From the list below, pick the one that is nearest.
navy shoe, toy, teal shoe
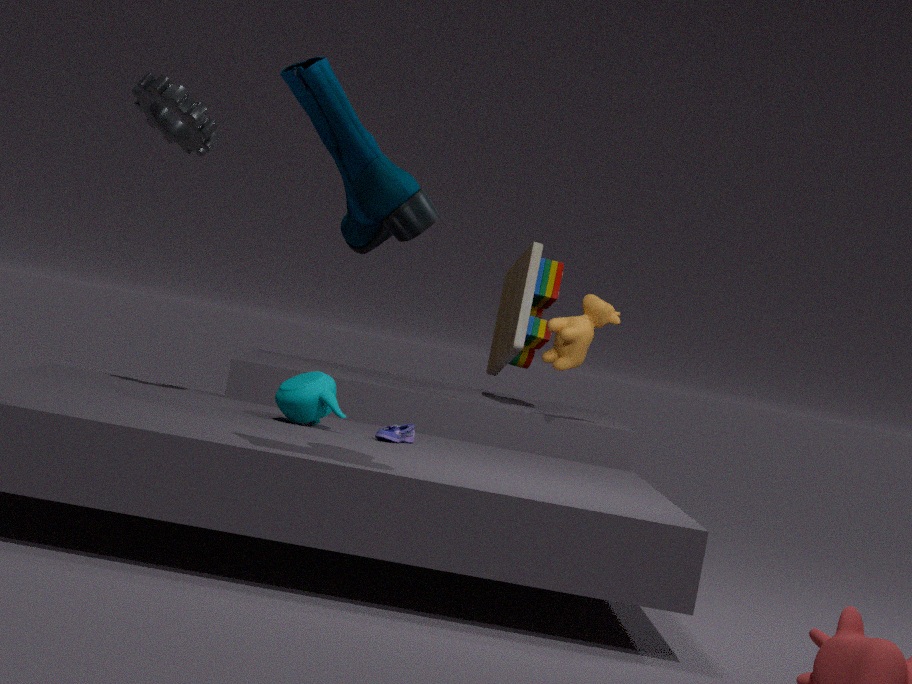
teal shoe
